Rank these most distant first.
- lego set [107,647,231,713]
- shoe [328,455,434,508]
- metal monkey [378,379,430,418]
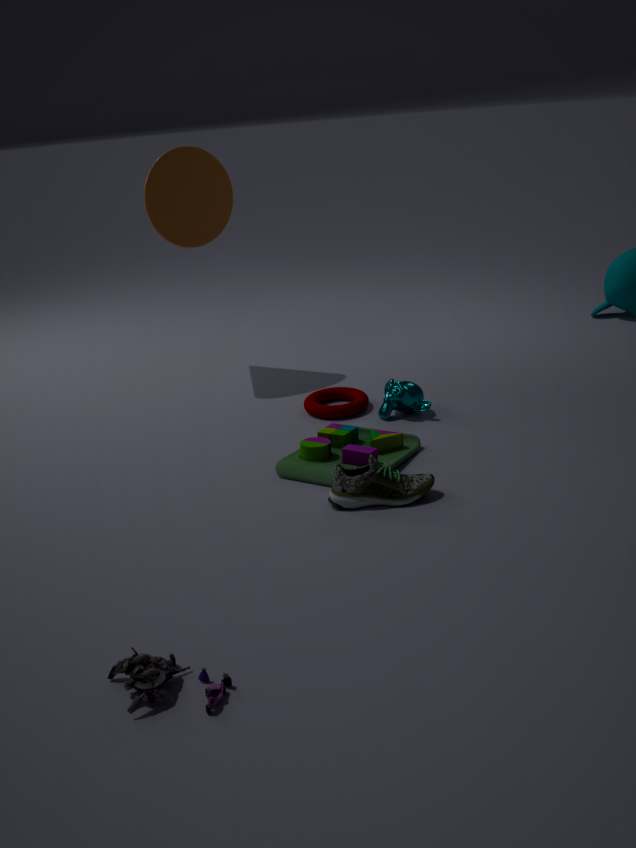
metal monkey [378,379,430,418]
shoe [328,455,434,508]
lego set [107,647,231,713]
